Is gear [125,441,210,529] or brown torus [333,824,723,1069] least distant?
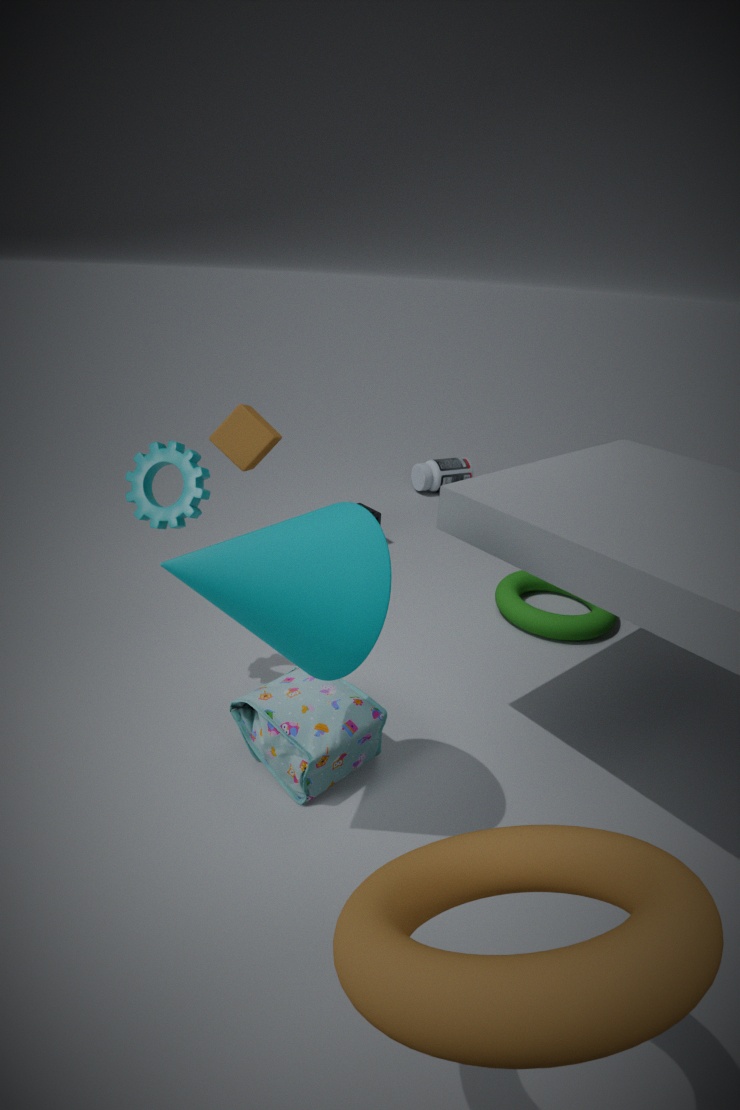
brown torus [333,824,723,1069]
